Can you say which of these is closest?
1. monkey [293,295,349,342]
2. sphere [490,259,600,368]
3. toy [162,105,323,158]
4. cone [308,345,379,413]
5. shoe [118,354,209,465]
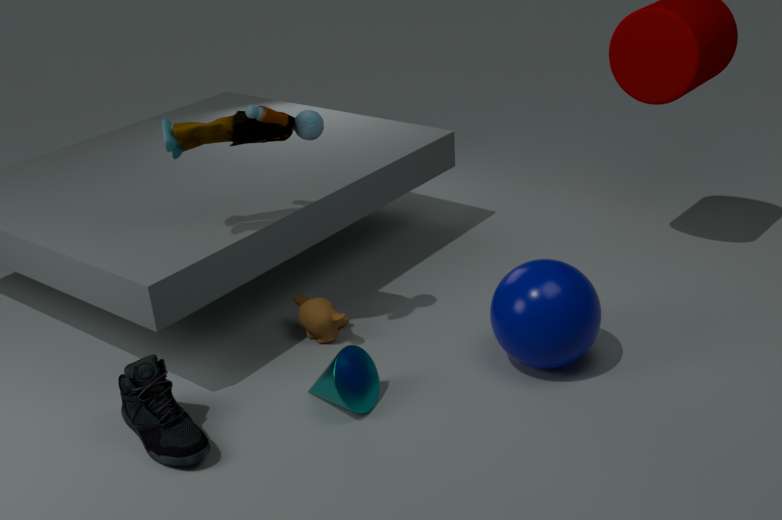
shoe [118,354,209,465]
